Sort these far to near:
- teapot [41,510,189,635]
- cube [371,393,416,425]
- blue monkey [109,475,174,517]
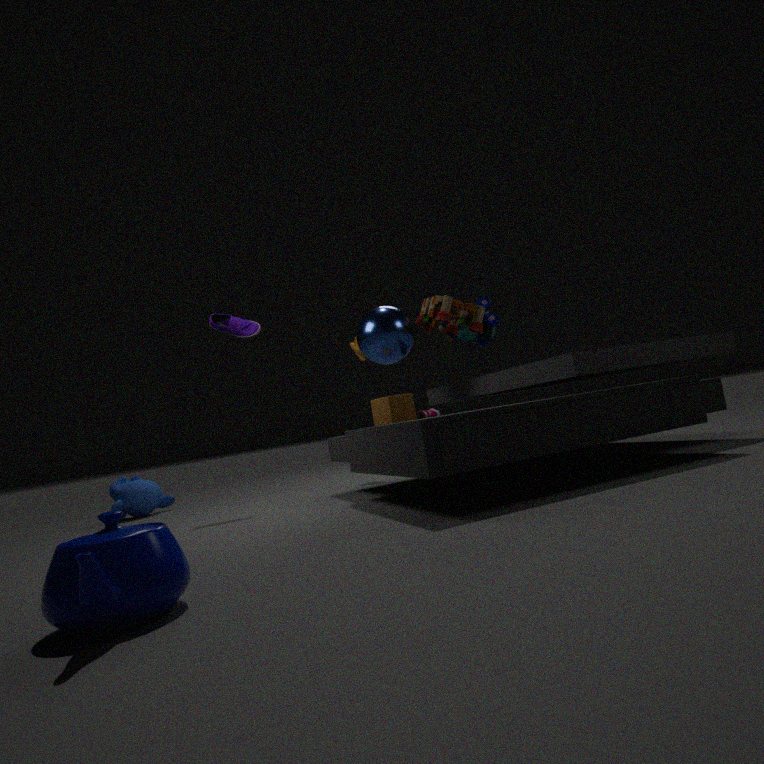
blue monkey [109,475,174,517]
cube [371,393,416,425]
teapot [41,510,189,635]
